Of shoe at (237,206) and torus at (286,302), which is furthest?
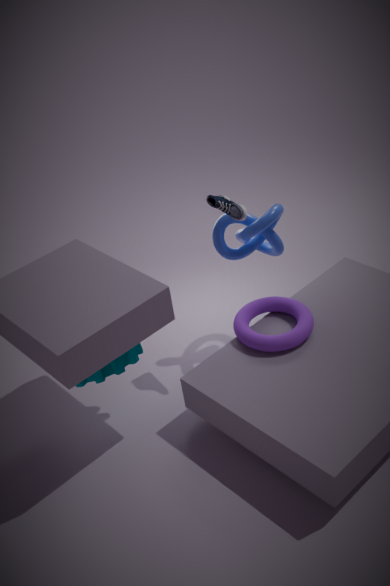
torus at (286,302)
